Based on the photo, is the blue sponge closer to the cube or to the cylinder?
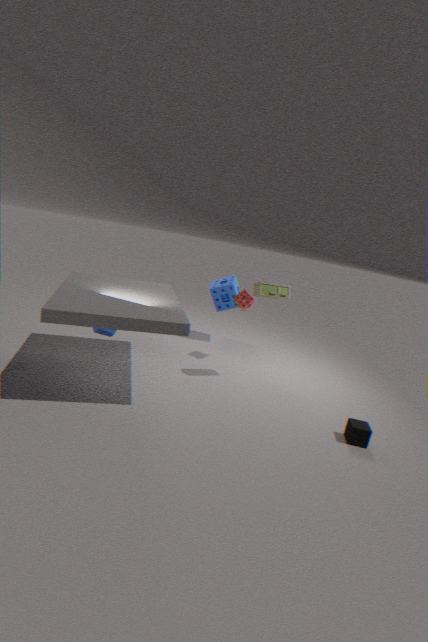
the cylinder
